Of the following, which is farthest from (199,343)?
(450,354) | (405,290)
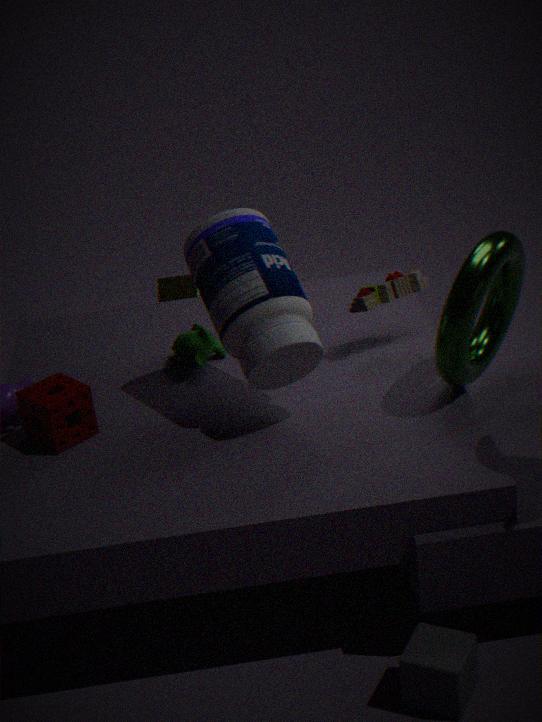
(450,354)
